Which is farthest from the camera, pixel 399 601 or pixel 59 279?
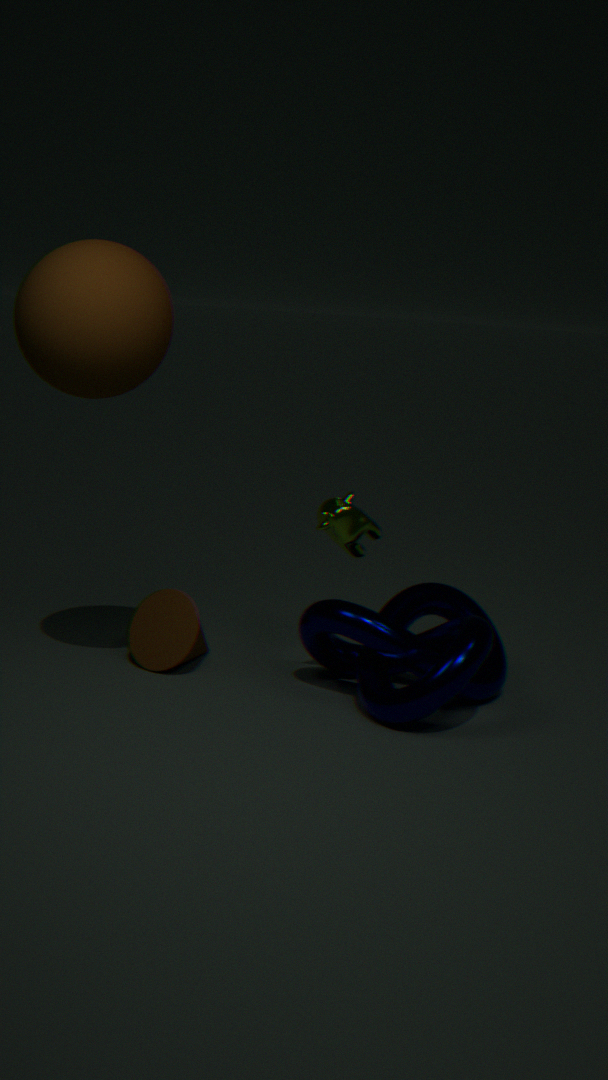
pixel 399 601
